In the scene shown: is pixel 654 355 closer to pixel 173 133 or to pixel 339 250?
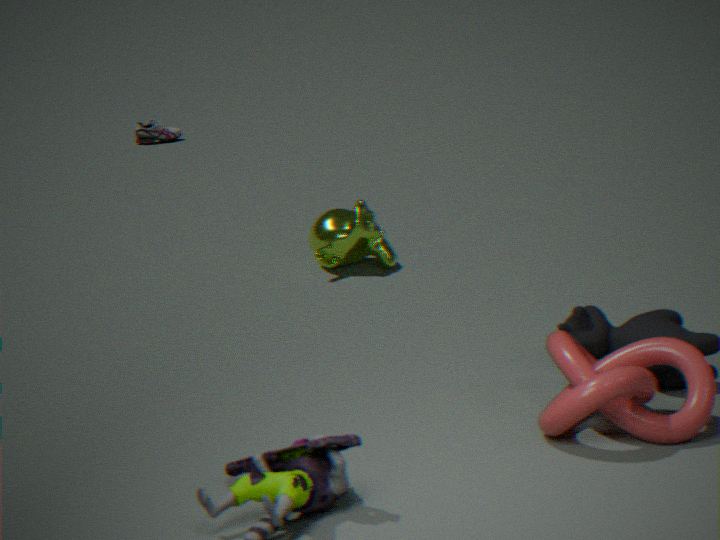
pixel 339 250
